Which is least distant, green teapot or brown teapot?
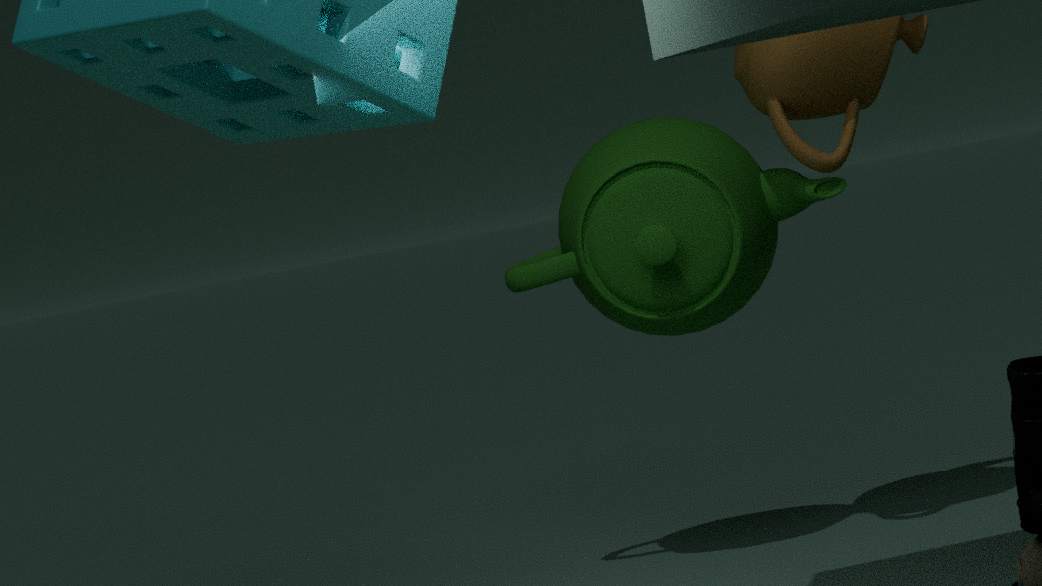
brown teapot
